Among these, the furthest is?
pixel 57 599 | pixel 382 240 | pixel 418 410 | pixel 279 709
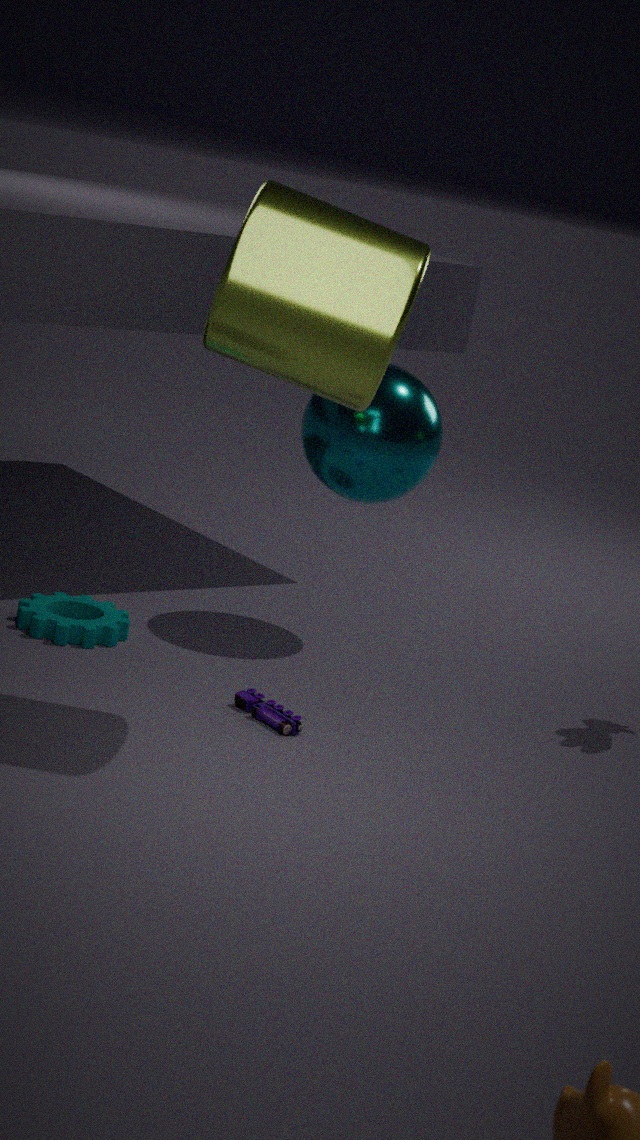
pixel 57 599
